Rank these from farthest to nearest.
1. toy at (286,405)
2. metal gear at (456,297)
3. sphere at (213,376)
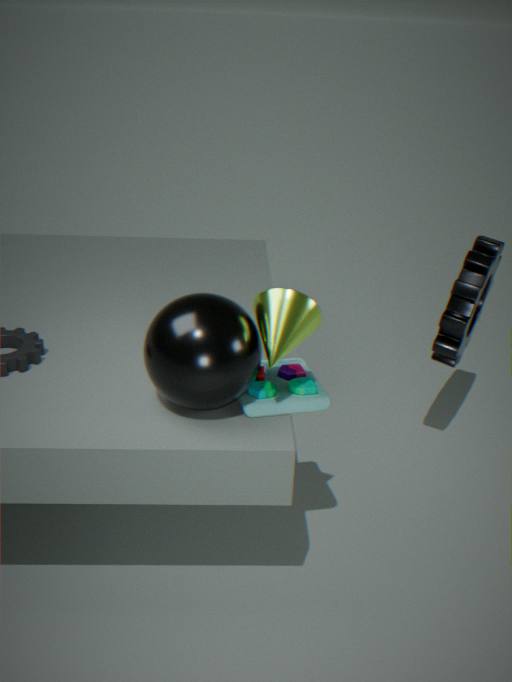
metal gear at (456,297), toy at (286,405), sphere at (213,376)
